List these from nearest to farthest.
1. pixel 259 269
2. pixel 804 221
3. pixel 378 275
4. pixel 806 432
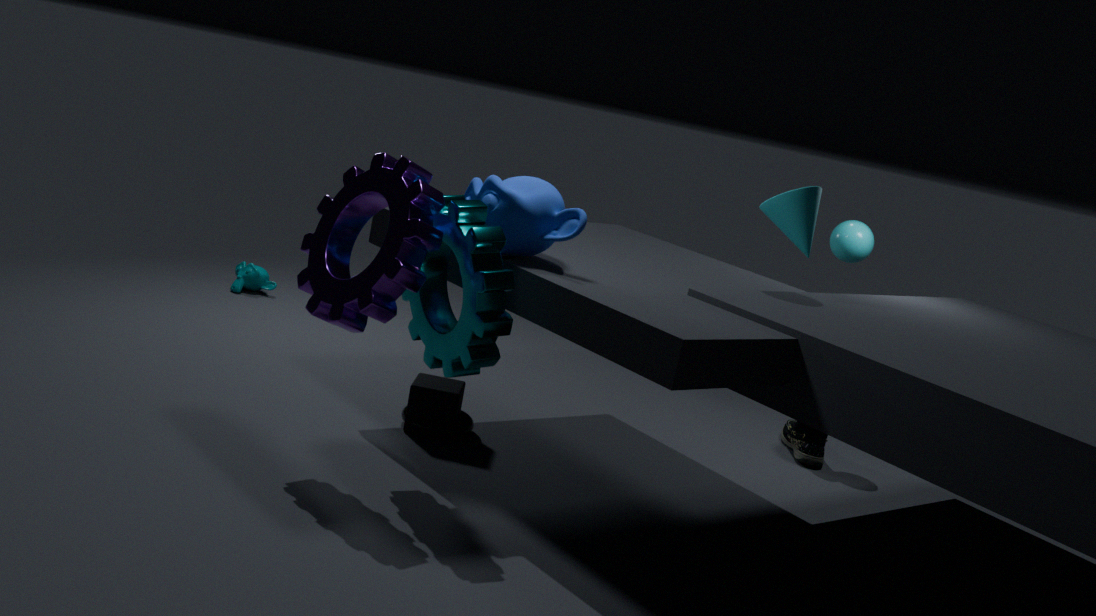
pixel 378 275 → pixel 804 221 → pixel 806 432 → pixel 259 269
